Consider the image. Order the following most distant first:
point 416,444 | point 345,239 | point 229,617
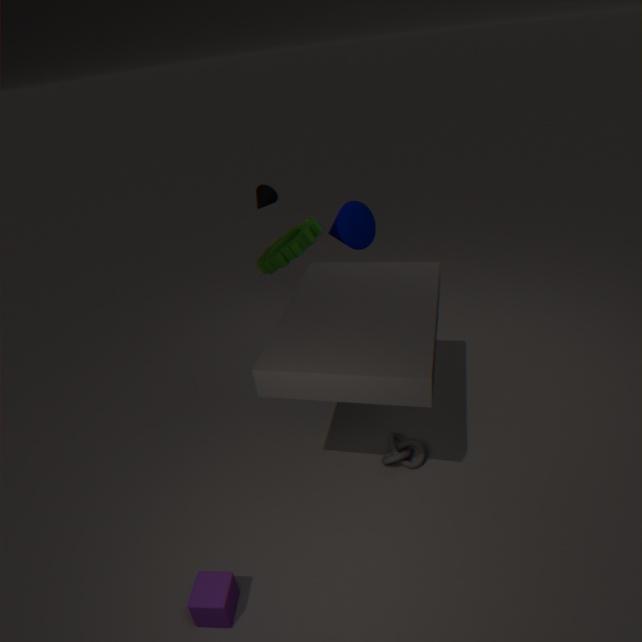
point 345,239 < point 416,444 < point 229,617
